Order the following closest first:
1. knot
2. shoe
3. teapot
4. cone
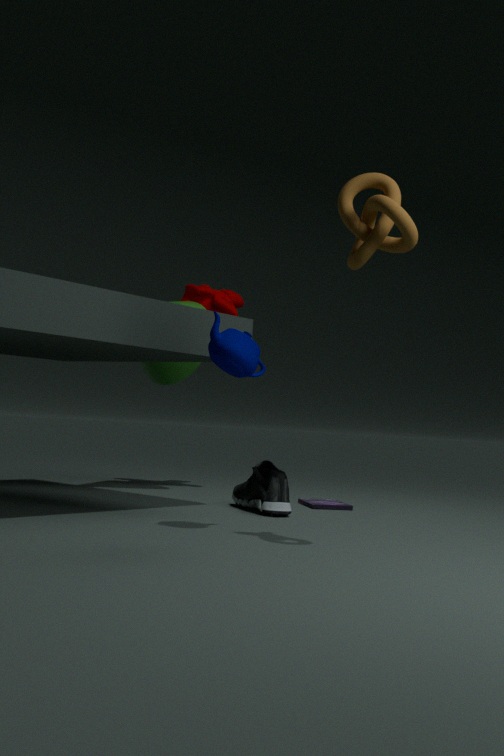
knot < teapot < shoe < cone
